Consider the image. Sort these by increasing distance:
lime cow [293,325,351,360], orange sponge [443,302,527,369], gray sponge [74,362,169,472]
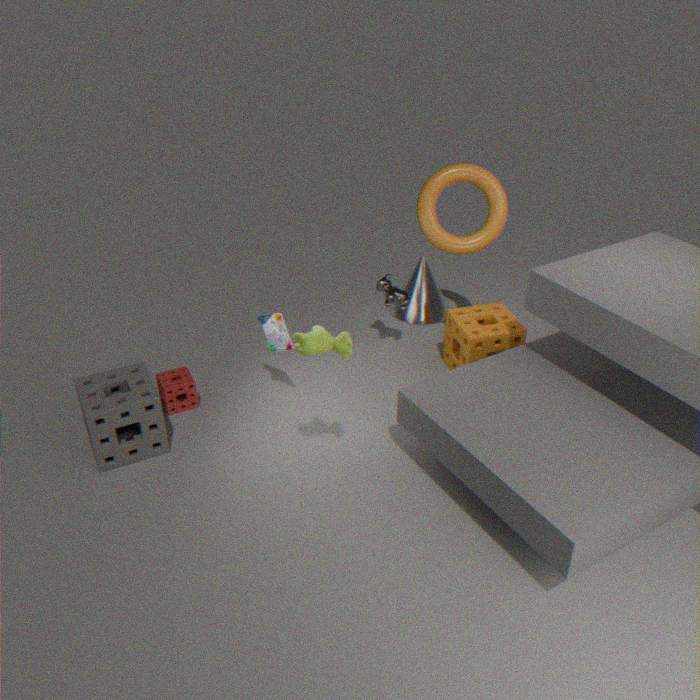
lime cow [293,325,351,360]
gray sponge [74,362,169,472]
orange sponge [443,302,527,369]
